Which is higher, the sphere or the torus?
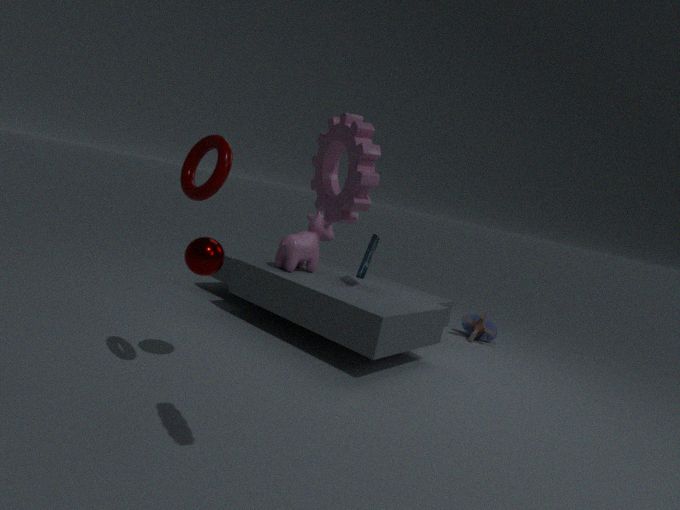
the torus
